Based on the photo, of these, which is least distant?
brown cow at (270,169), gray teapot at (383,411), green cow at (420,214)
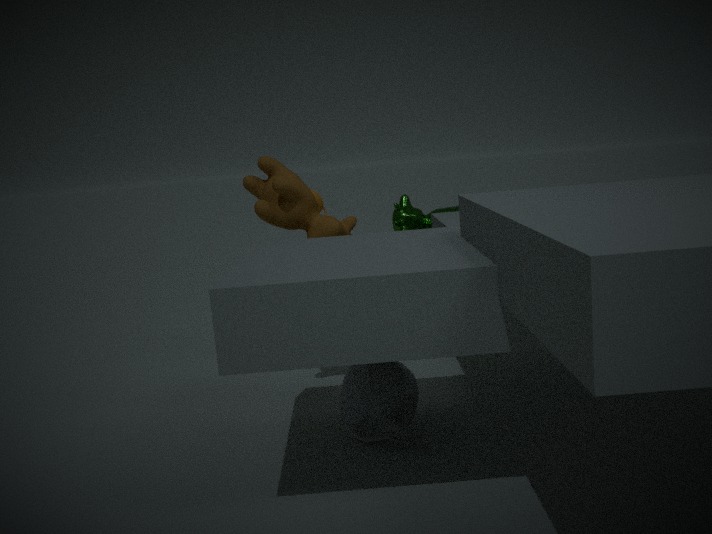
gray teapot at (383,411)
